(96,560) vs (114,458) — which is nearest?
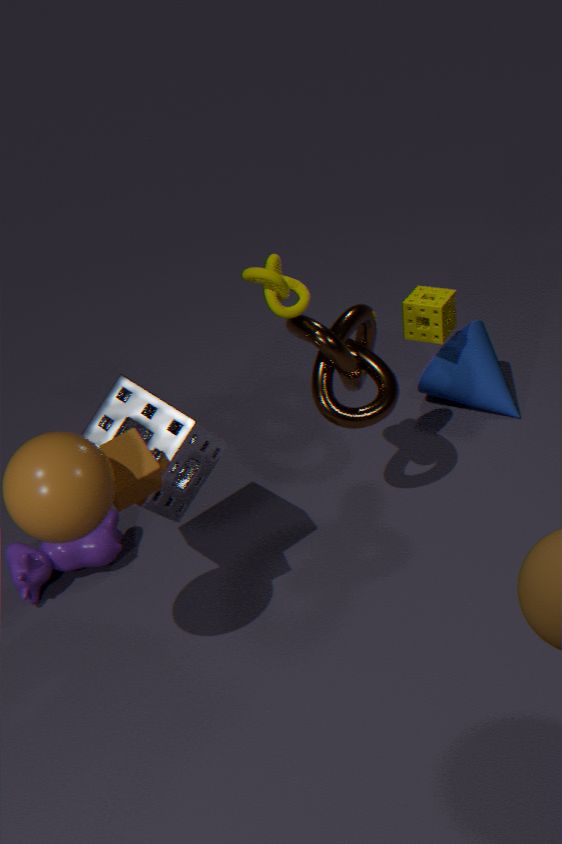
(114,458)
